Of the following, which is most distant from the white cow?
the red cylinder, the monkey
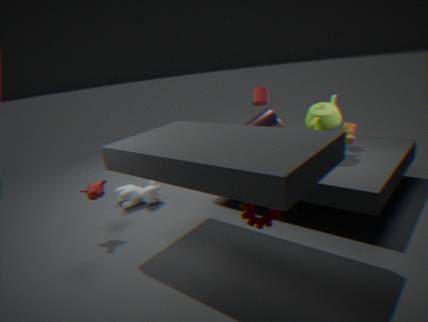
the red cylinder
